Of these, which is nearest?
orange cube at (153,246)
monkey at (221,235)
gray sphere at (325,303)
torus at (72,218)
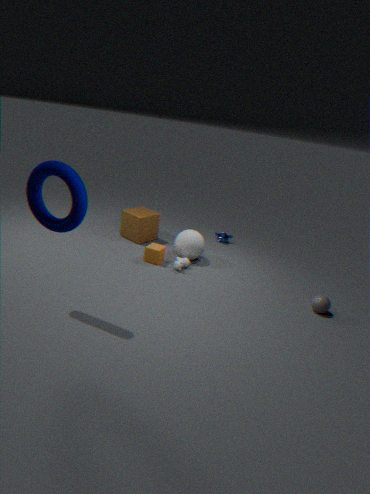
torus at (72,218)
